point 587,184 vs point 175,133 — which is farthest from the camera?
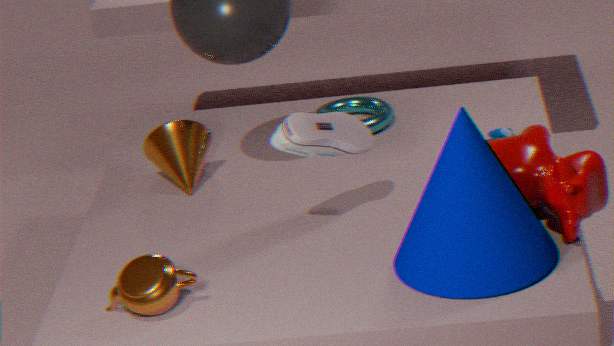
point 175,133
